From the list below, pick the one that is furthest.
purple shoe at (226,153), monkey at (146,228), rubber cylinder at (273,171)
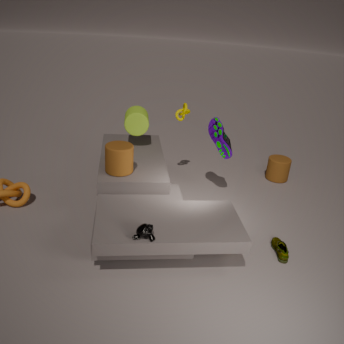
rubber cylinder at (273,171)
